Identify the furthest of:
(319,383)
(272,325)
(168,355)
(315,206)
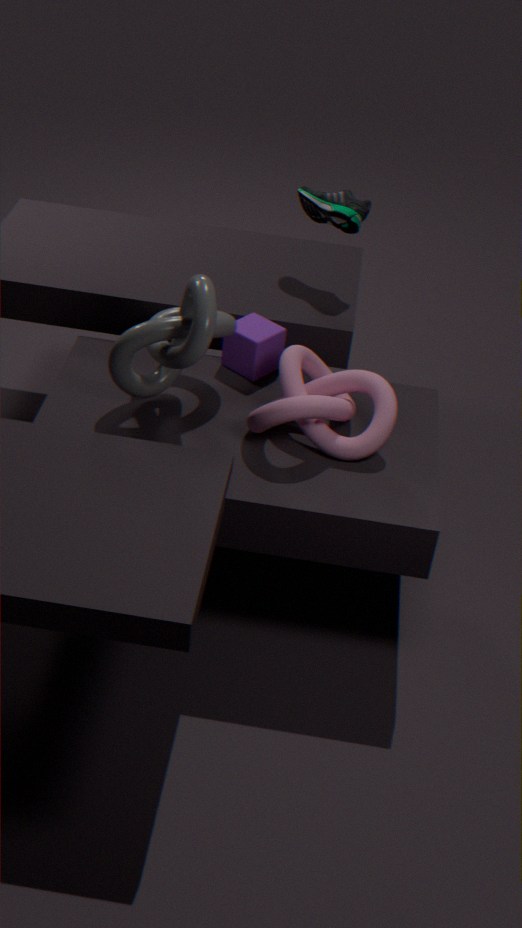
(315,206)
